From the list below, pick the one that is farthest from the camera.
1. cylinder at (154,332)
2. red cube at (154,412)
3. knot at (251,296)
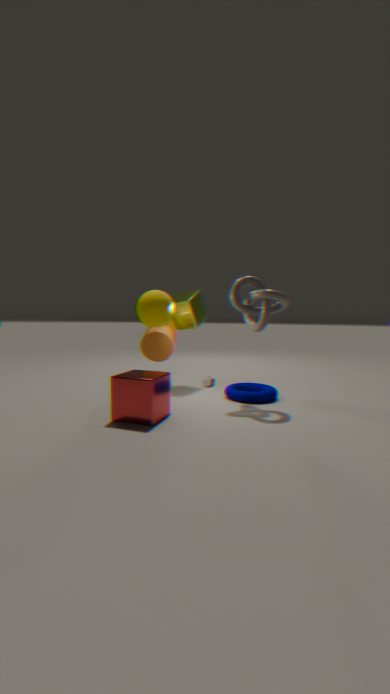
cylinder at (154,332)
